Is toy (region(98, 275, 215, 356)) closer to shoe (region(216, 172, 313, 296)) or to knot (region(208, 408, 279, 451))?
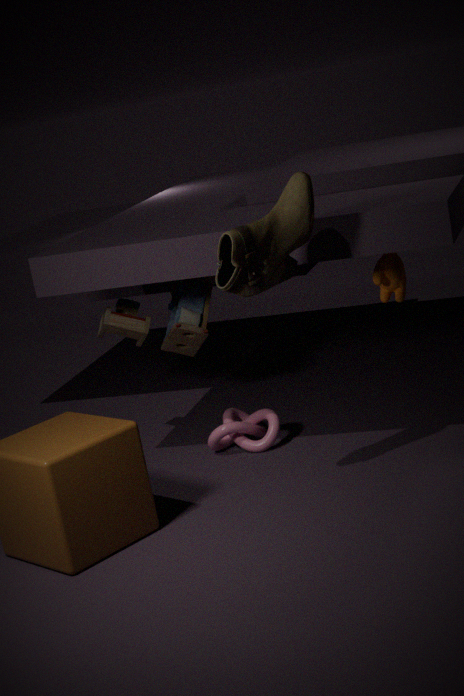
knot (region(208, 408, 279, 451))
